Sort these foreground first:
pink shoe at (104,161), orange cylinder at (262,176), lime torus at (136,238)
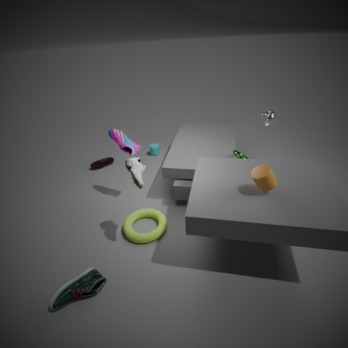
orange cylinder at (262,176), lime torus at (136,238), pink shoe at (104,161)
